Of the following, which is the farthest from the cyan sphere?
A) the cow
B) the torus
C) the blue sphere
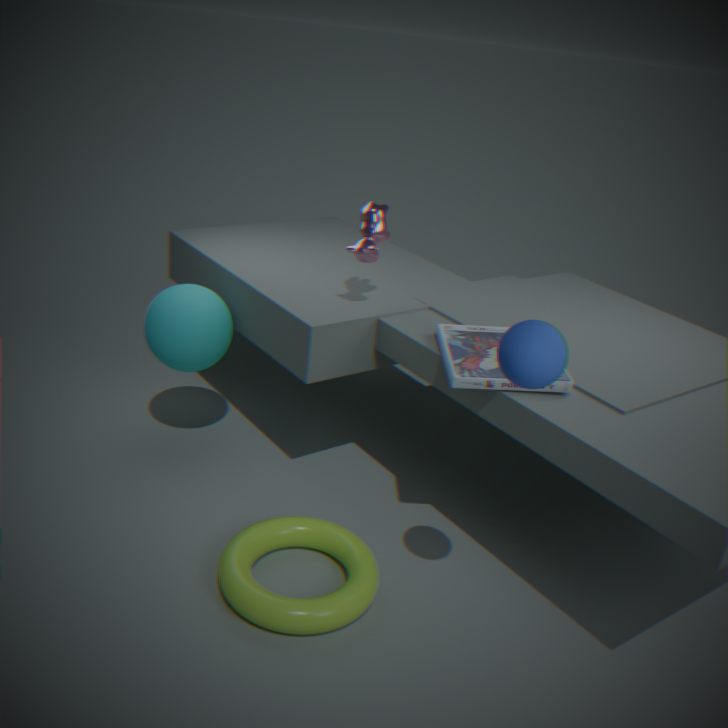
the blue sphere
